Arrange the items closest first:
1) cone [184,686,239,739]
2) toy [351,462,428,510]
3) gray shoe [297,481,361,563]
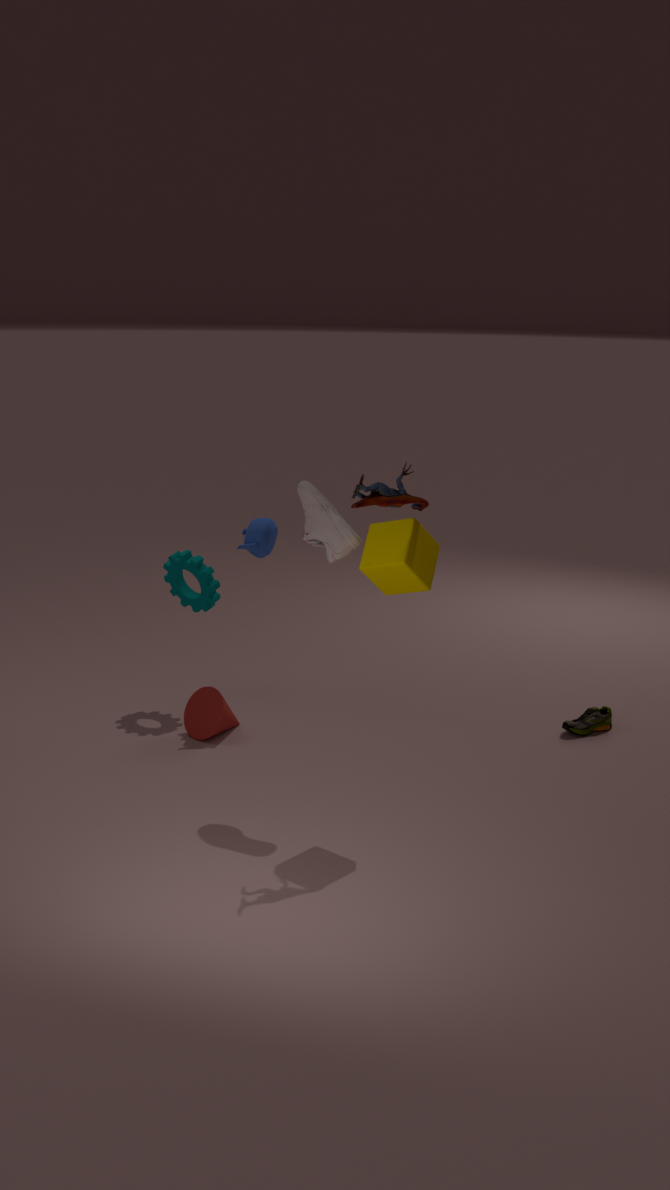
2. toy [351,462,428,510], 3. gray shoe [297,481,361,563], 1. cone [184,686,239,739]
